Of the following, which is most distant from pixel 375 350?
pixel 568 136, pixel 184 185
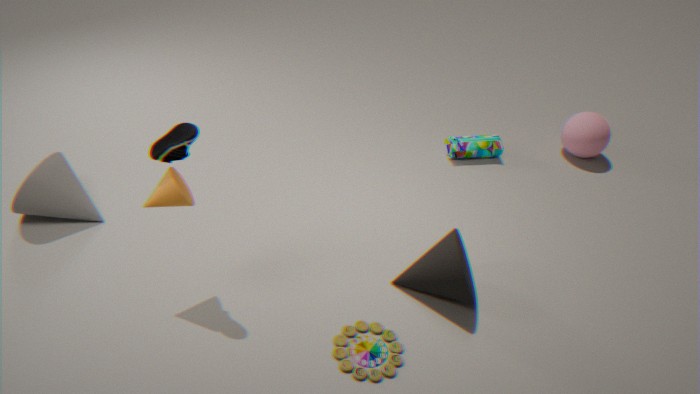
pixel 568 136
